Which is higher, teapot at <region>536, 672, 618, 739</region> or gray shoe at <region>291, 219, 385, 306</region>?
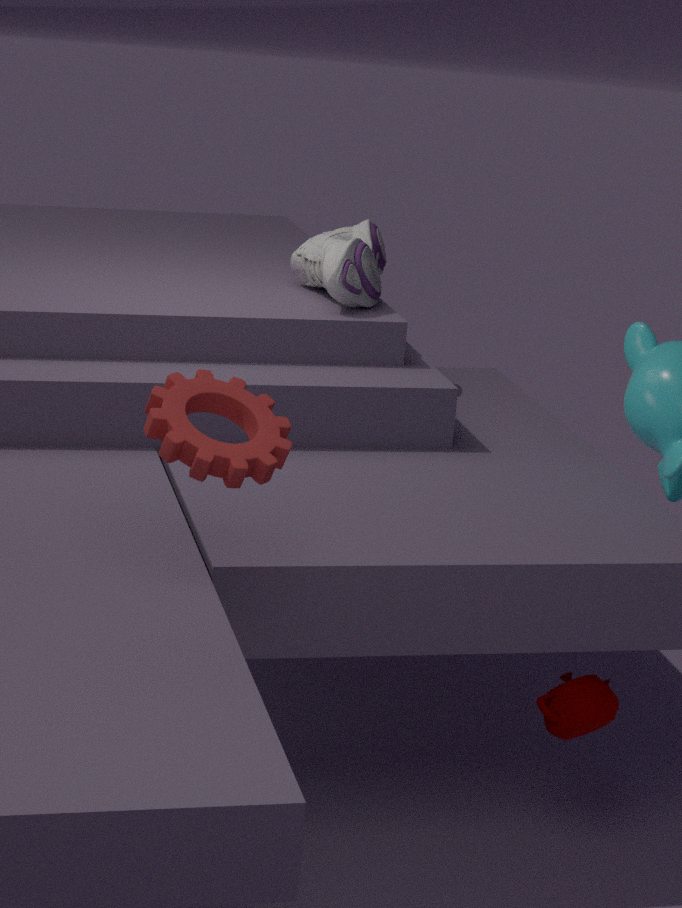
gray shoe at <region>291, 219, 385, 306</region>
